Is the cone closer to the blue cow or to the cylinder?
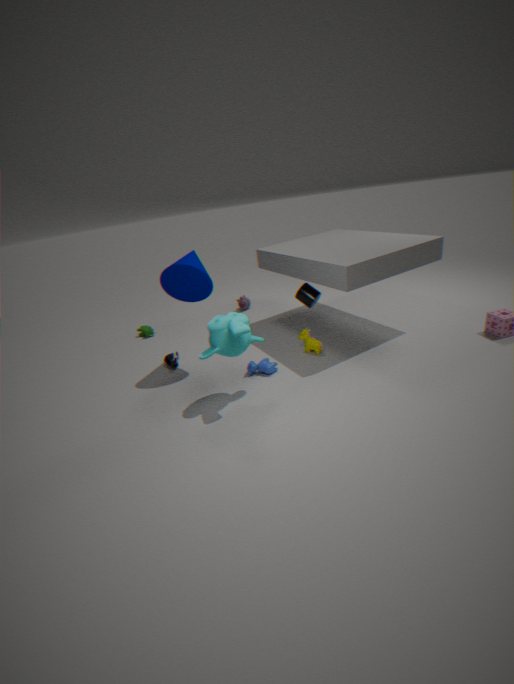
the blue cow
